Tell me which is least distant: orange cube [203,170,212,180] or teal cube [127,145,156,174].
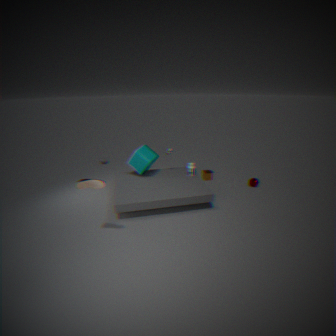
teal cube [127,145,156,174]
